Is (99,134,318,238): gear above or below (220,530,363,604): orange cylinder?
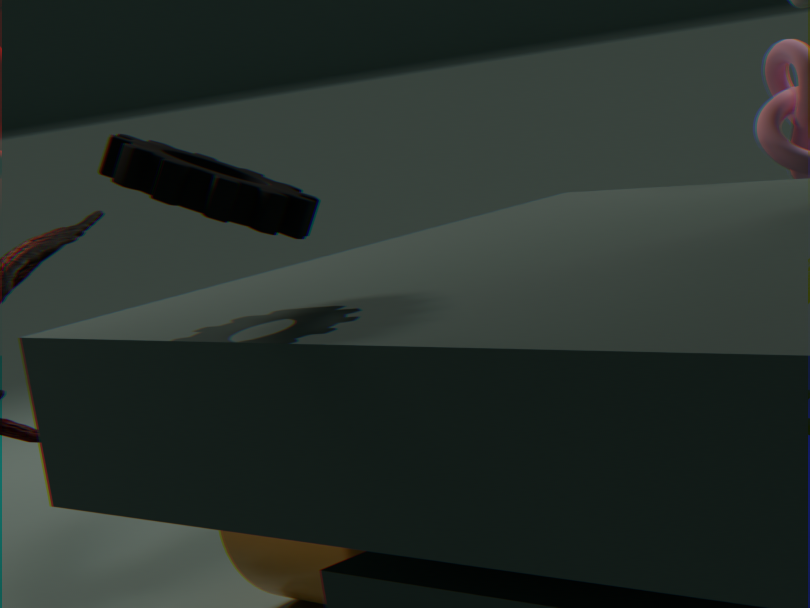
above
